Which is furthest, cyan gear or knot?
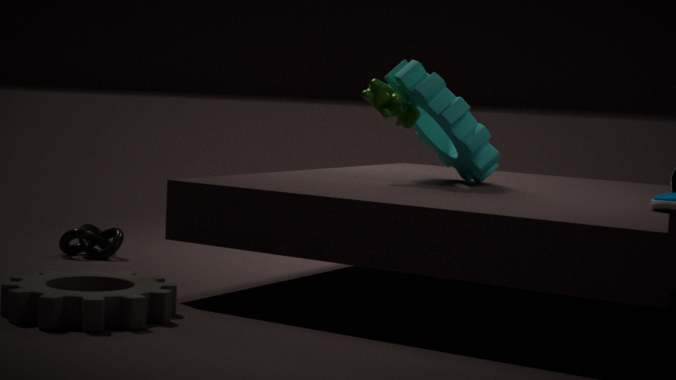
knot
